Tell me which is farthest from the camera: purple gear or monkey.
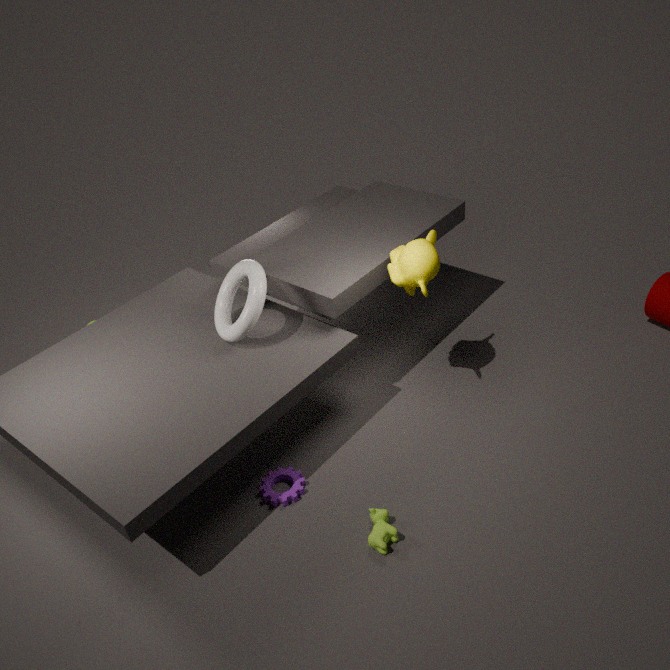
monkey
